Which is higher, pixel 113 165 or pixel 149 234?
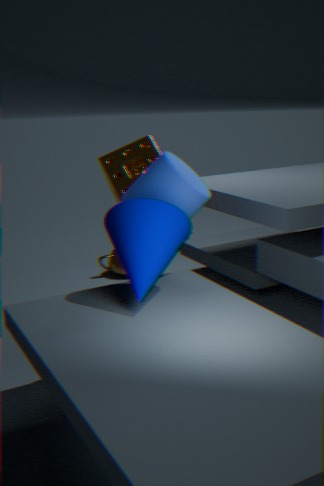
pixel 113 165
